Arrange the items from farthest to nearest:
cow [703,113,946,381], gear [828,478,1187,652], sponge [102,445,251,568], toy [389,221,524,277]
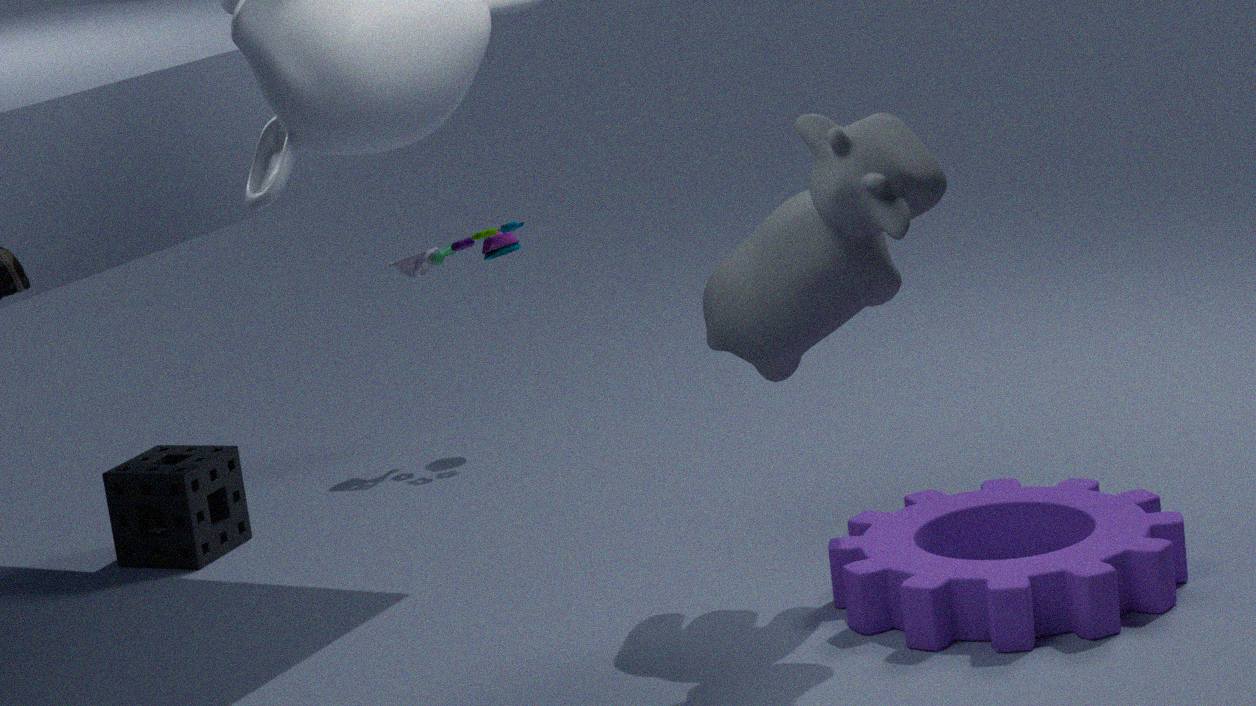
1. toy [389,221,524,277]
2. sponge [102,445,251,568]
3. cow [703,113,946,381]
4. gear [828,478,1187,652]
